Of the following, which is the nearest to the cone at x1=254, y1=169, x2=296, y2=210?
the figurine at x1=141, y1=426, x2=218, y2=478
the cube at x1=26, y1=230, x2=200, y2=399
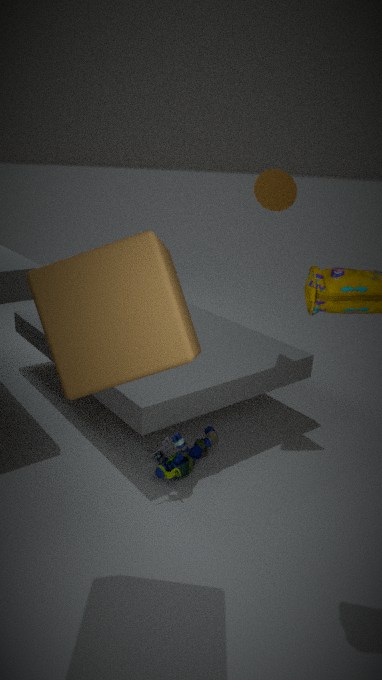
the cube at x1=26, y1=230, x2=200, y2=399
